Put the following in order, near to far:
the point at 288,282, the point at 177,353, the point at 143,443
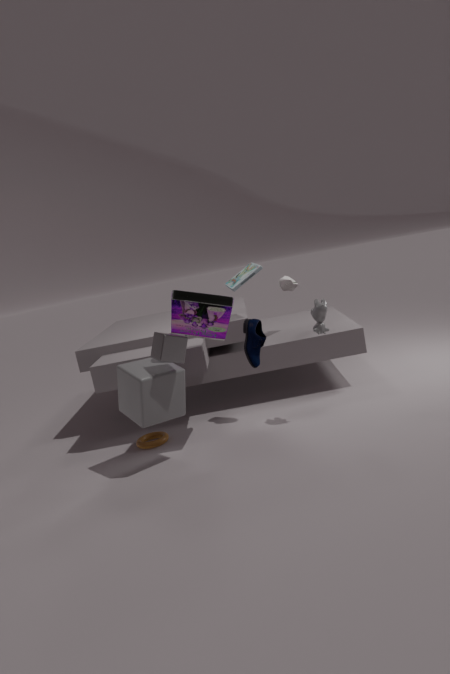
the point at 177,353, the point at 143,443, the point at 288,282
